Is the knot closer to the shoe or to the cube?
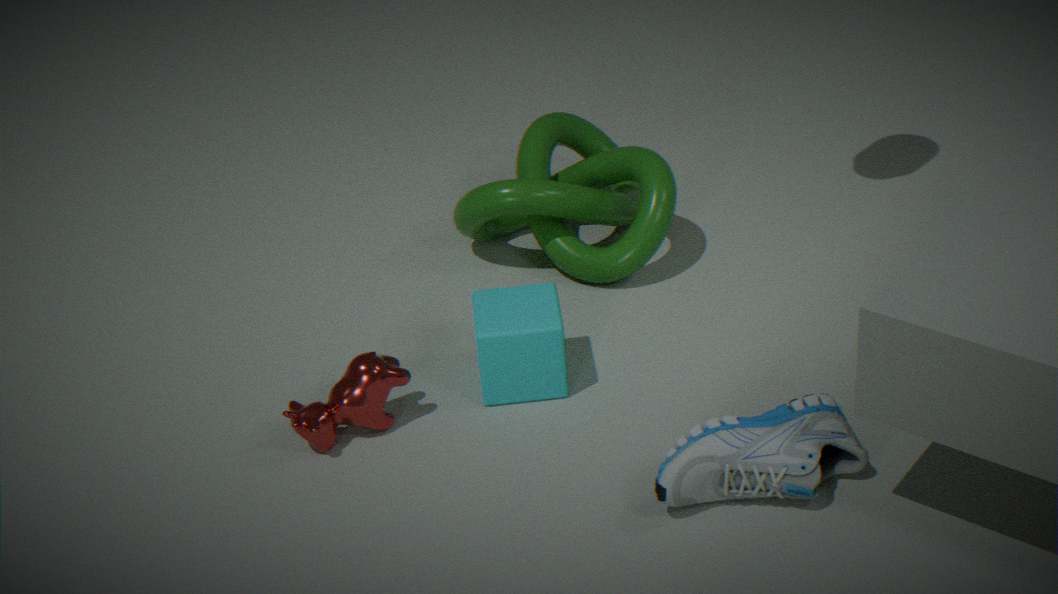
the cube
